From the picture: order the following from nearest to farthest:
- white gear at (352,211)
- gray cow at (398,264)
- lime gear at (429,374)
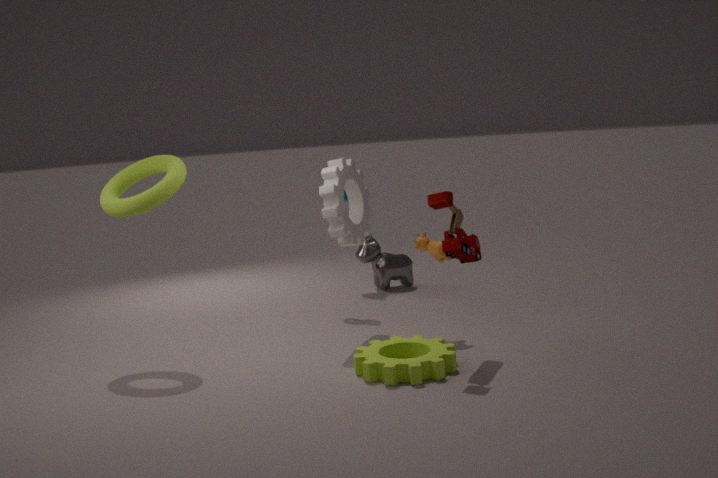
lime gear at (429,374) → white gear at (352,211) → gray cow at (398,264)
